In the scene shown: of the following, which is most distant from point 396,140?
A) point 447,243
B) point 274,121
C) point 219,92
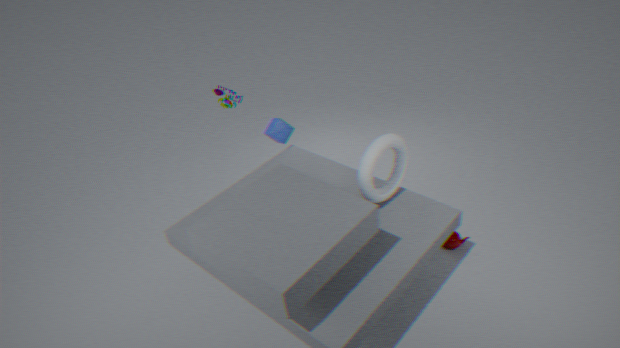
point 219,92
